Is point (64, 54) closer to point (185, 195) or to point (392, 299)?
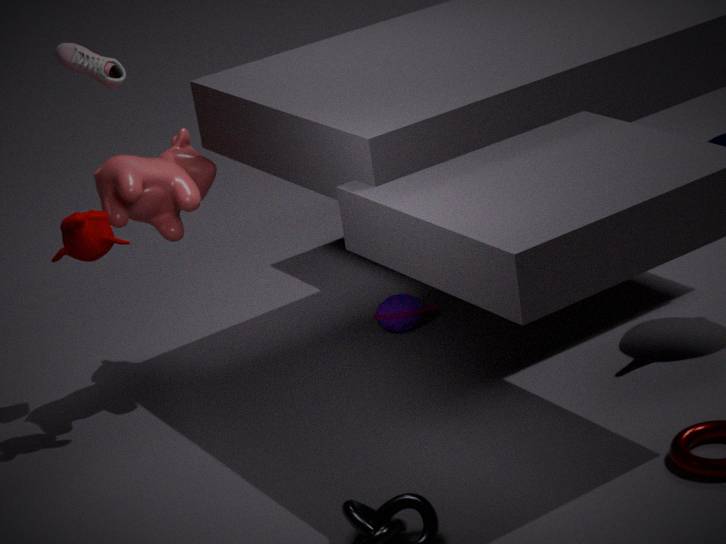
point (185, 195)
